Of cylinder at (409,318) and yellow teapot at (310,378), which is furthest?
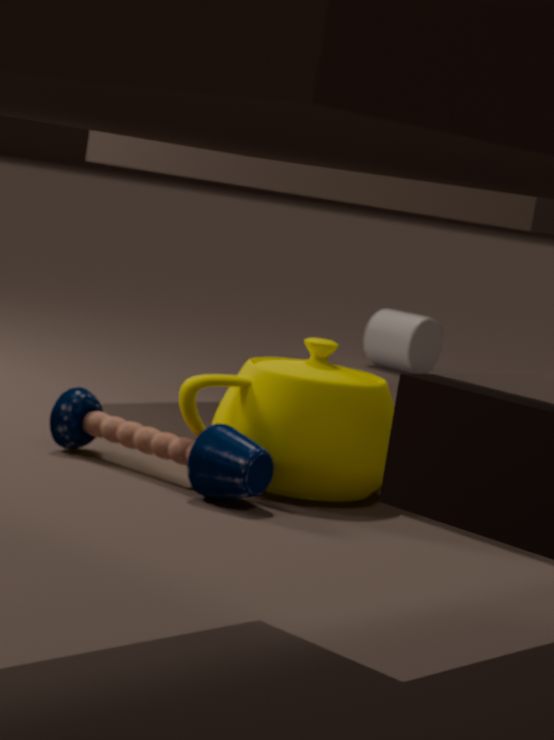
cylinder at (409,318)
